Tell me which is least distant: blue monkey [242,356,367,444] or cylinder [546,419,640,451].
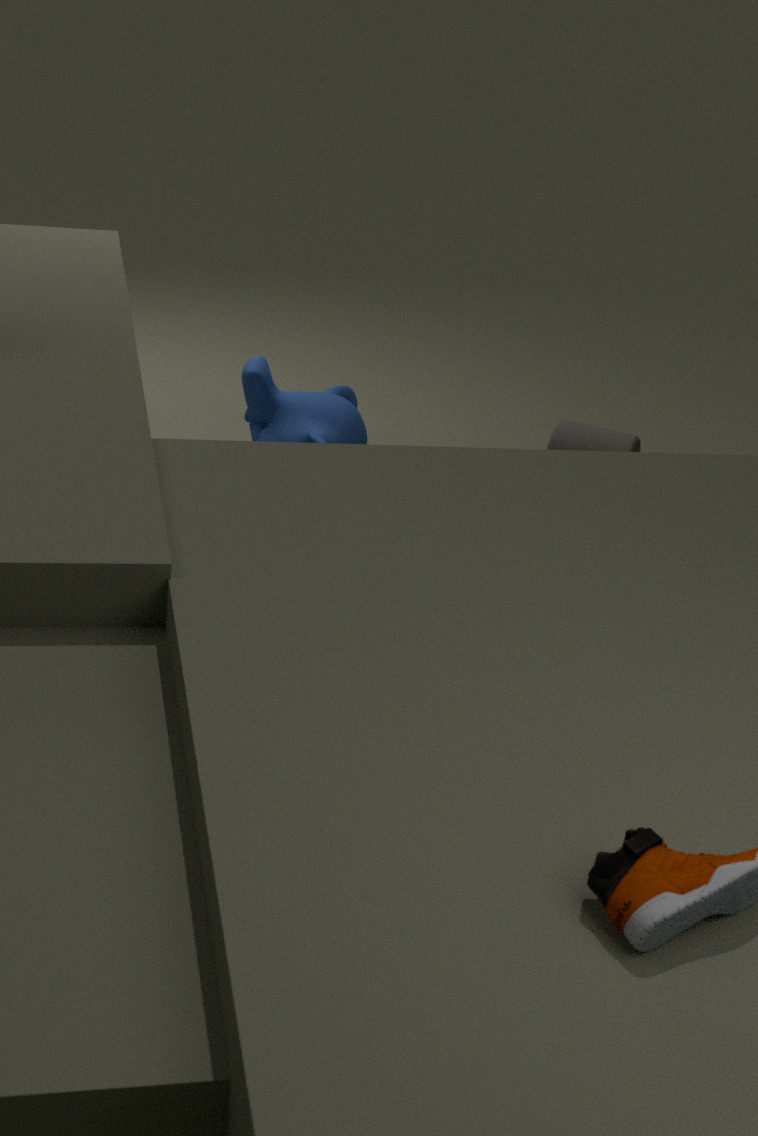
cylinder [546,419,640,451]
